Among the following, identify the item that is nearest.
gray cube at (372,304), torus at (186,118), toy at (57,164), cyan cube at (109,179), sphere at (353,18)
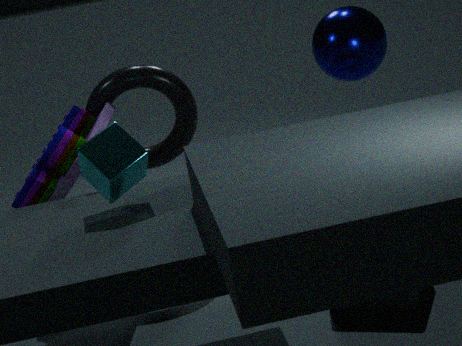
cyan cube at (109,179)
